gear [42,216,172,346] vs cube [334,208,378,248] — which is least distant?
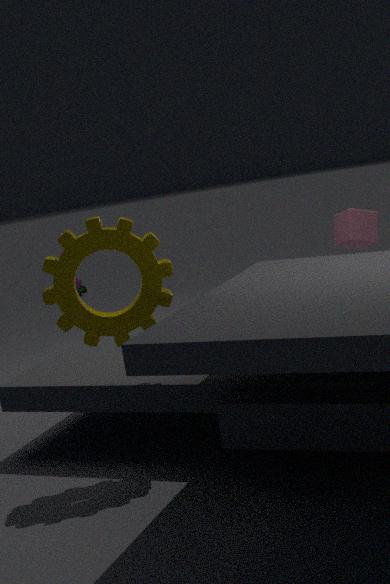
gear [42,216,172,346]
